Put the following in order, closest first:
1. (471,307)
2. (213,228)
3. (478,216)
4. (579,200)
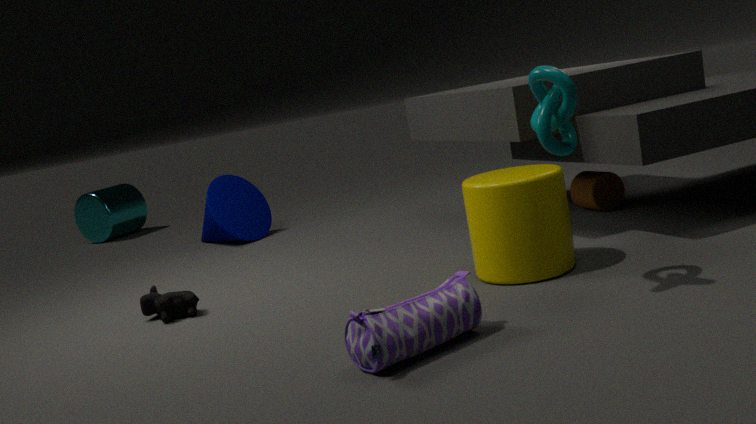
(471,307)
(478,216)
(579,200)
(213,228)
